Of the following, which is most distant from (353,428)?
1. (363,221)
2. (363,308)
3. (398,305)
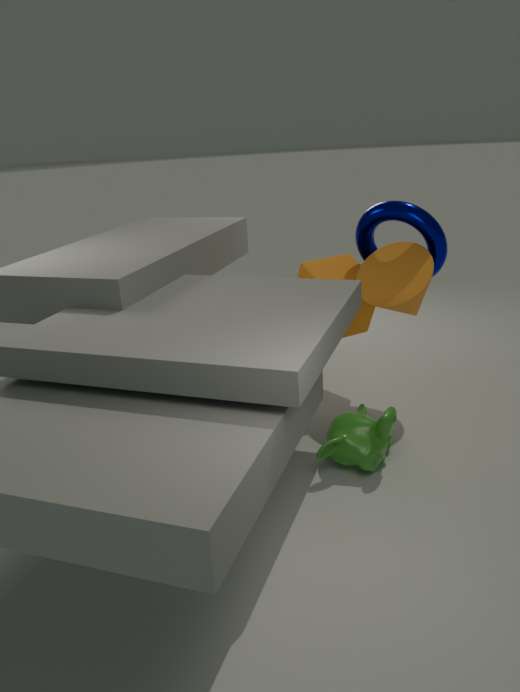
(363,221)
